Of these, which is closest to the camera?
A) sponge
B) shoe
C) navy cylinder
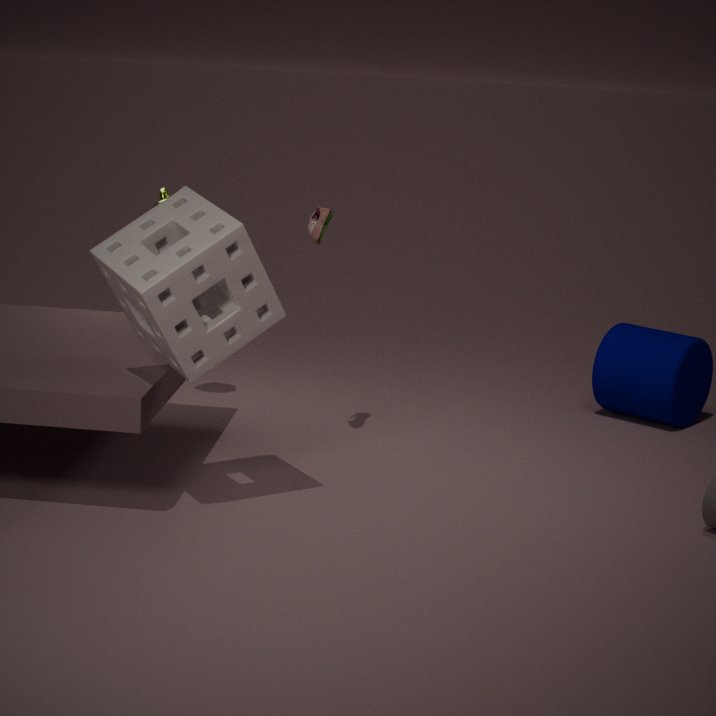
sponge
